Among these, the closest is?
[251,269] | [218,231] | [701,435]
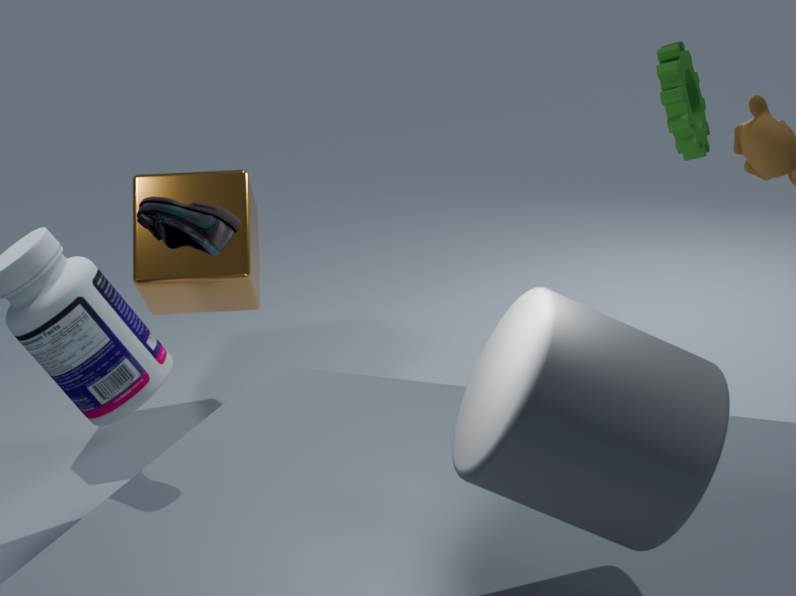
[701,435]
